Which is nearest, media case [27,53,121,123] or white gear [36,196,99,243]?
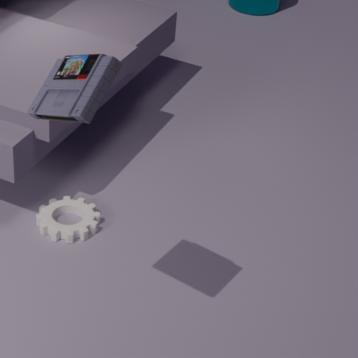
media case [27,53,121,123]
